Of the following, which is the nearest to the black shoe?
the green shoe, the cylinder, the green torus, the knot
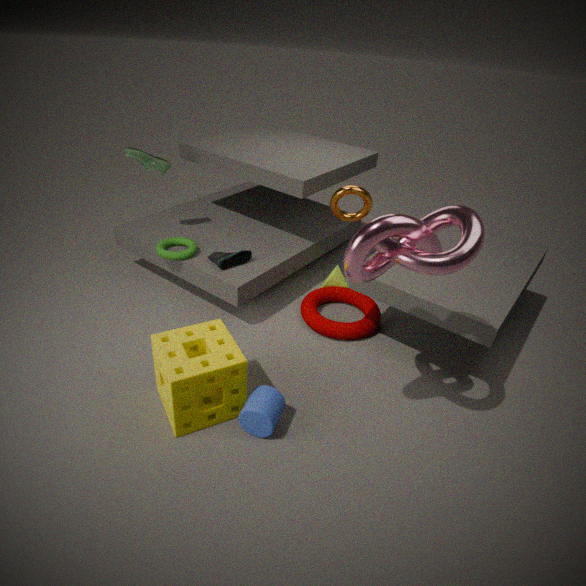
the green torus
